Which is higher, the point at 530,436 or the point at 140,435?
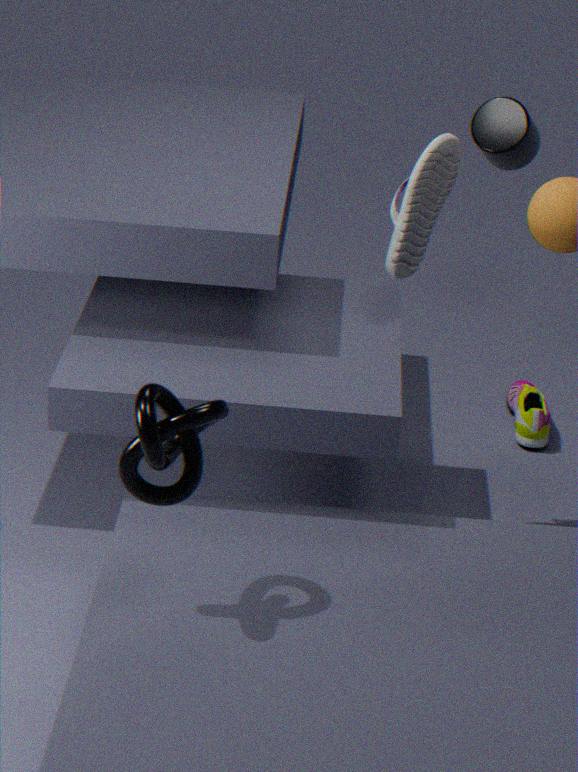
the point at 140,435
